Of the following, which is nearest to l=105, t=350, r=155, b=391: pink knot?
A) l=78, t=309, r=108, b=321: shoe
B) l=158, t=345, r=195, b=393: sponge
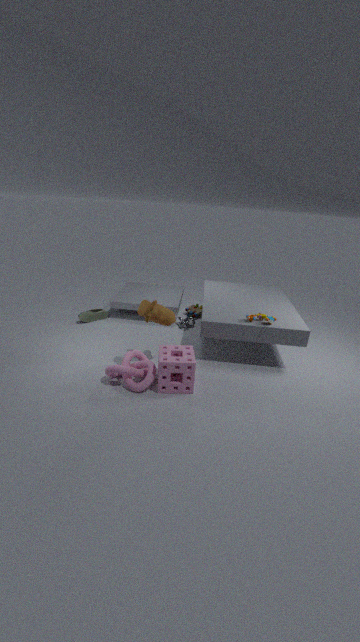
l=158, t=345, r=195, b=393: sponge
